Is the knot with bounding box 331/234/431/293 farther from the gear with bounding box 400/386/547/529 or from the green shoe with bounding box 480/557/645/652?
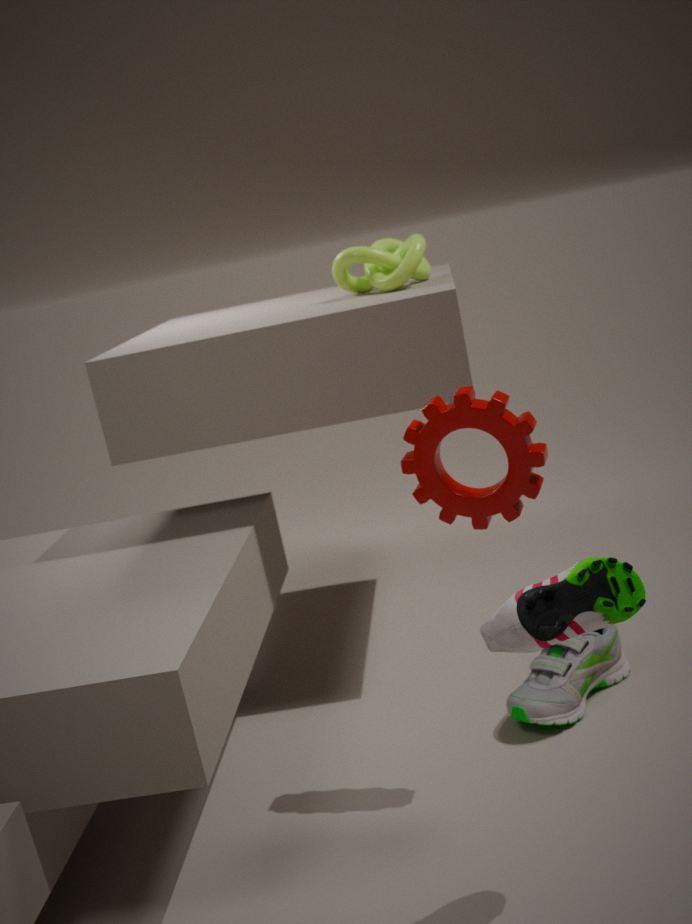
the green shoe with bounding box 480/557/645/652
